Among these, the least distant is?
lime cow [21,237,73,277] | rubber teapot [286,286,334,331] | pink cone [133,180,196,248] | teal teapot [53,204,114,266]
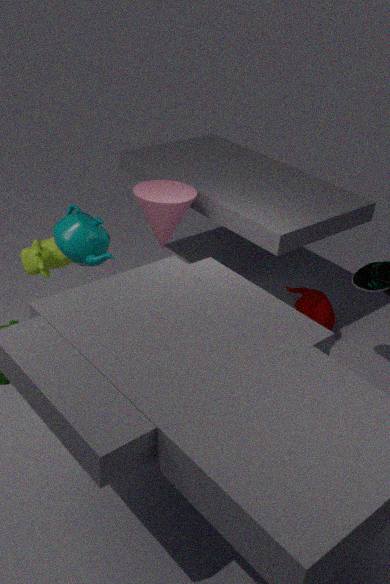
teal teapot [53,204,114,266]
